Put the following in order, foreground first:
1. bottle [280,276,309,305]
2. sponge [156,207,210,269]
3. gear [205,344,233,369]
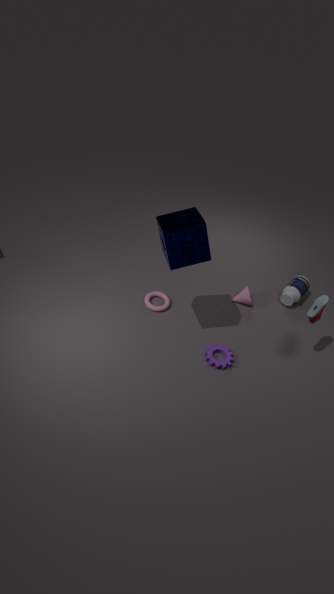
sponge [156,207,210,269] < gear [205,344,233,369] < bottle [280,276,309,305]
